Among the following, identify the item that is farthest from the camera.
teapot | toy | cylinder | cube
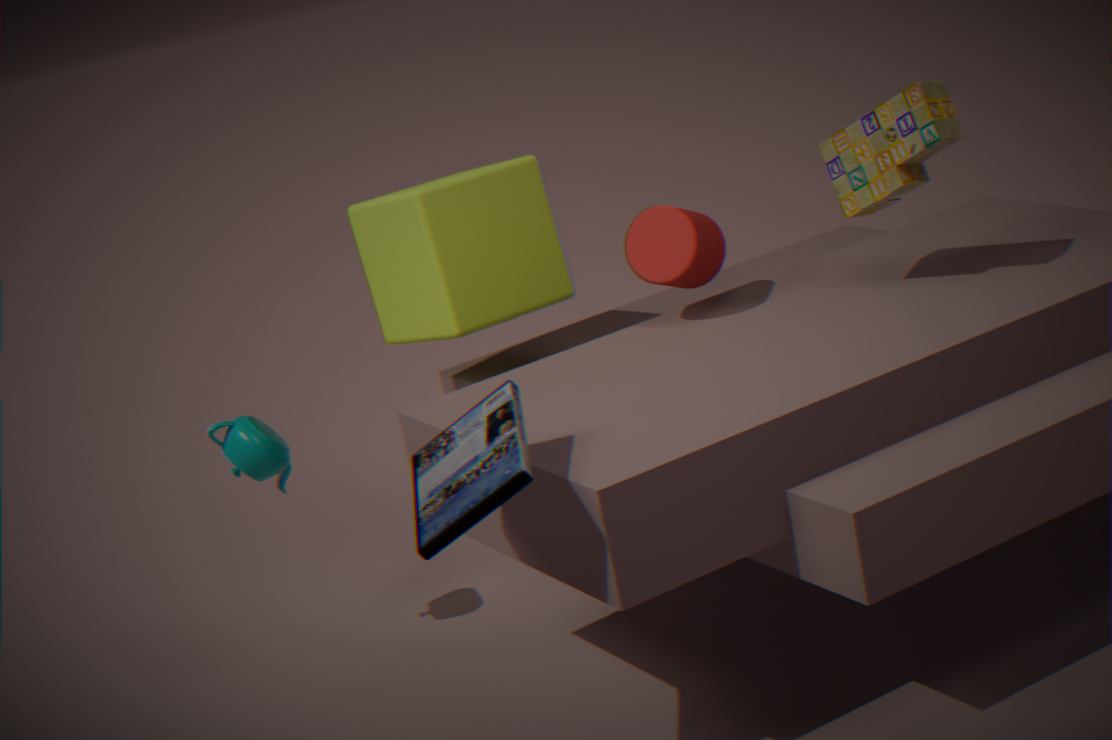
cube
